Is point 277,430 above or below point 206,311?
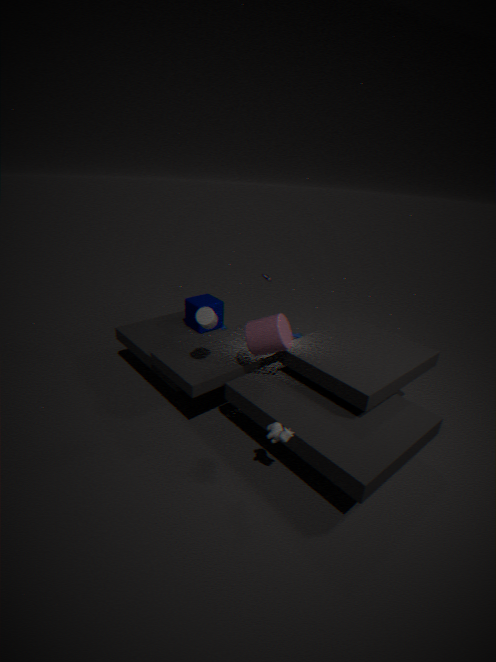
below
